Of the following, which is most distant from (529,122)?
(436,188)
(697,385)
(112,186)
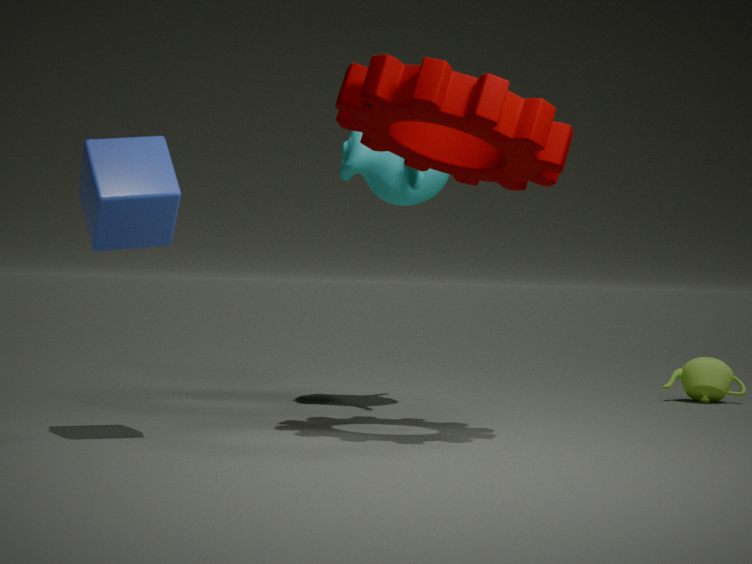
(697,385)
